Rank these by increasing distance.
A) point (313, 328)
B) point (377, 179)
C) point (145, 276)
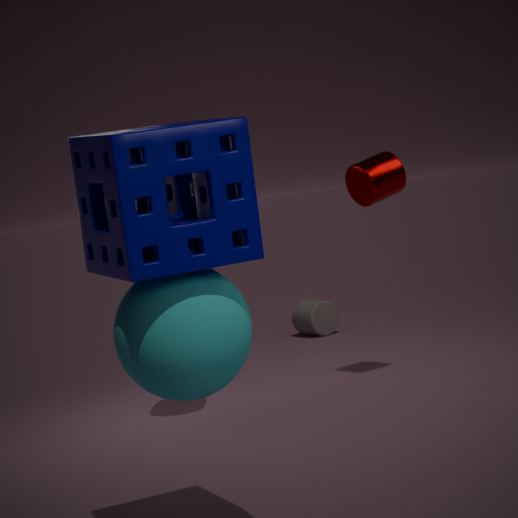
point (145, 276) → point (377, 179) → point (313, 328)
